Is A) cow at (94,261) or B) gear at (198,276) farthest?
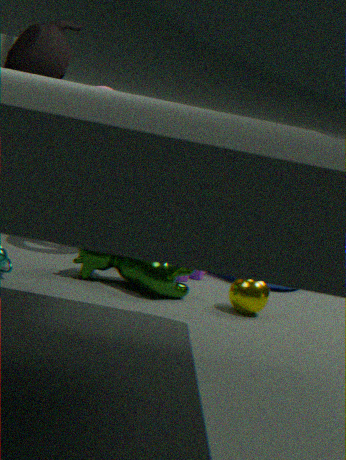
B. gear at (198,276)
